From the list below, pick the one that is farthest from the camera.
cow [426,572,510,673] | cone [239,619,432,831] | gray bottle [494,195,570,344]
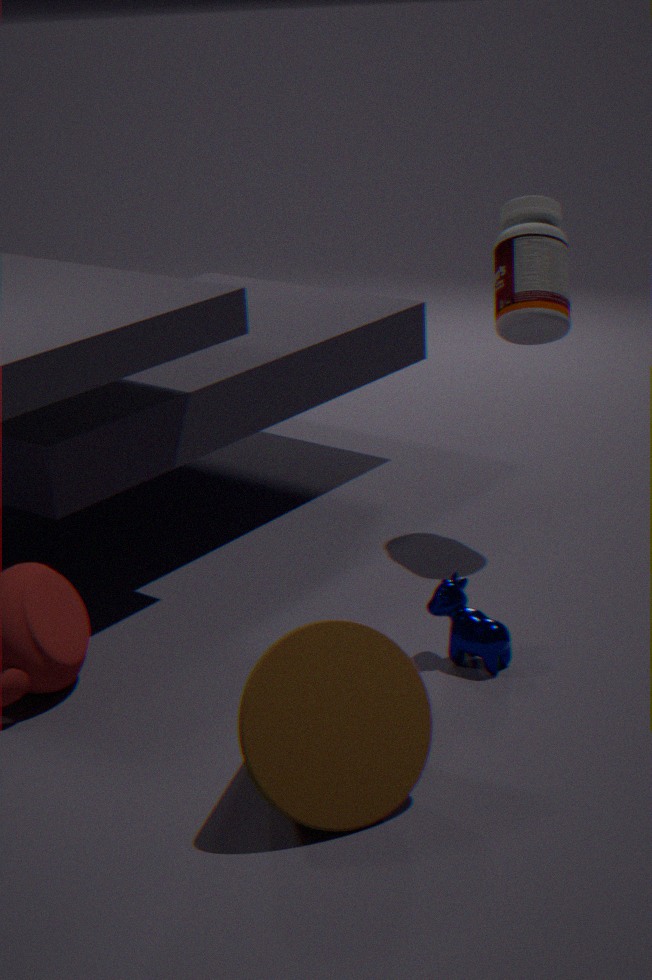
gray bottle [494,195,570,344]
